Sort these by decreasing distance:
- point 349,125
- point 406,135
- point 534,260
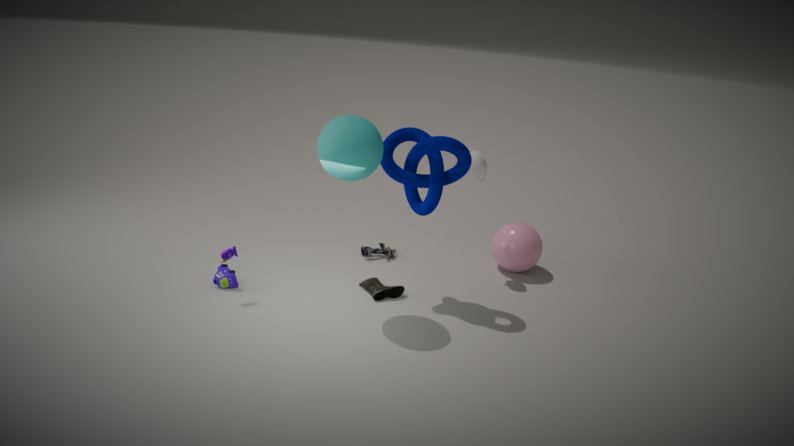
point 534,260 < point 406,135 < point 349,125
